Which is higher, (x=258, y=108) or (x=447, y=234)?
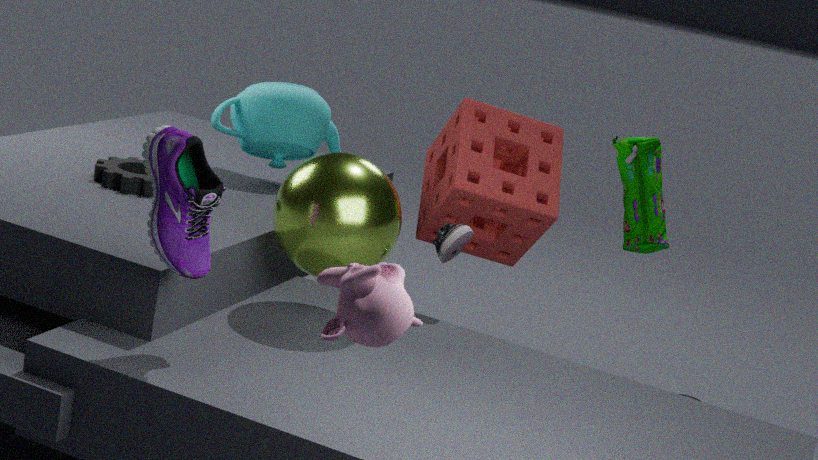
(x=258, y=108)
